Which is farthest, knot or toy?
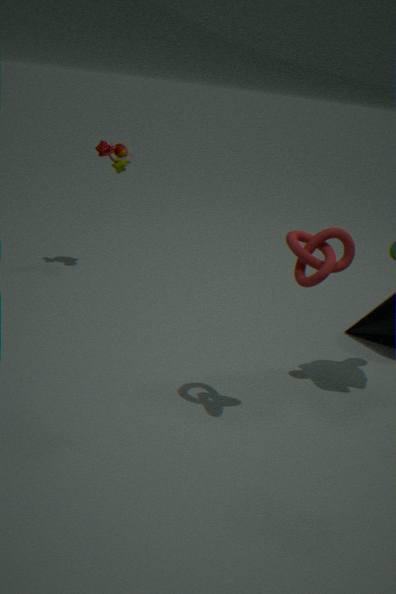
toy
